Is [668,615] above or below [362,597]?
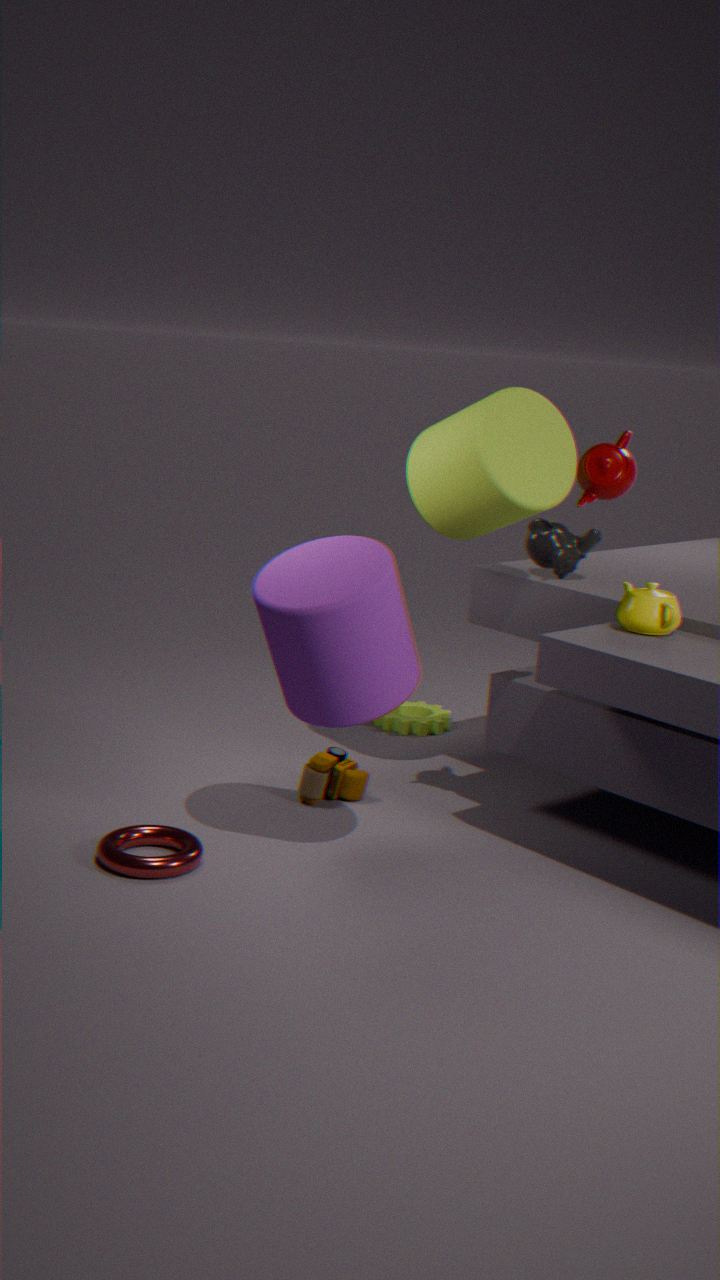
above
